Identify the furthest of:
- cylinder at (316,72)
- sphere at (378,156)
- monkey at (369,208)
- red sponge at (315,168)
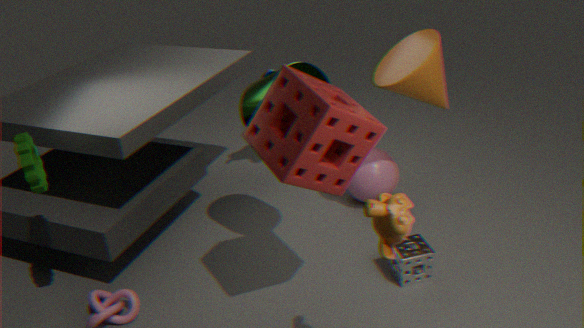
sphere at (378,156)
